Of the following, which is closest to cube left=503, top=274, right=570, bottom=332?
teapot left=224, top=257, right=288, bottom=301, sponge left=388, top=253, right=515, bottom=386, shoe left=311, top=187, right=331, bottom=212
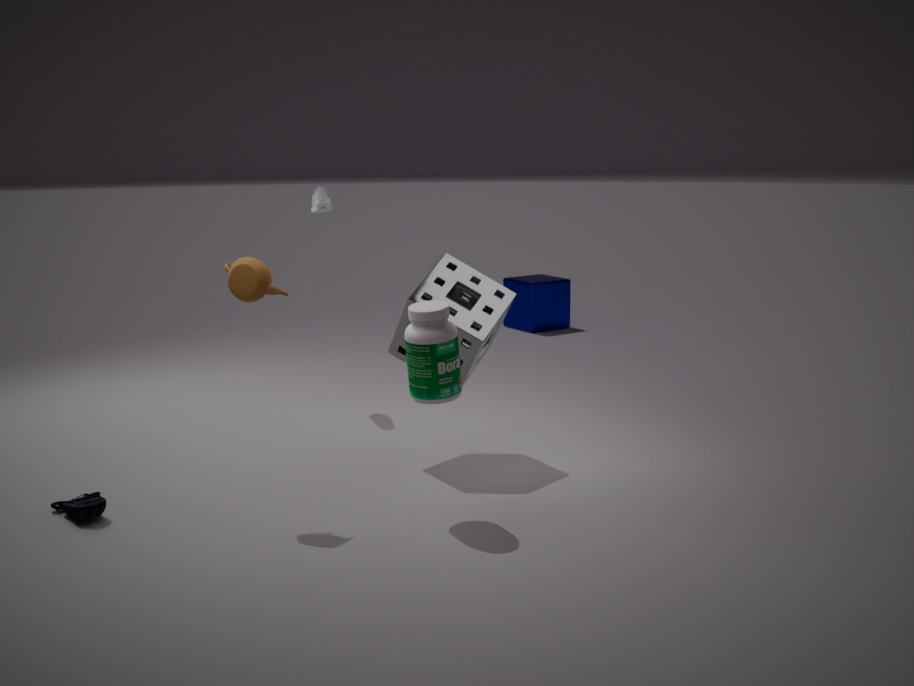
shoe left=311, top=187, right=331, bottom=212
